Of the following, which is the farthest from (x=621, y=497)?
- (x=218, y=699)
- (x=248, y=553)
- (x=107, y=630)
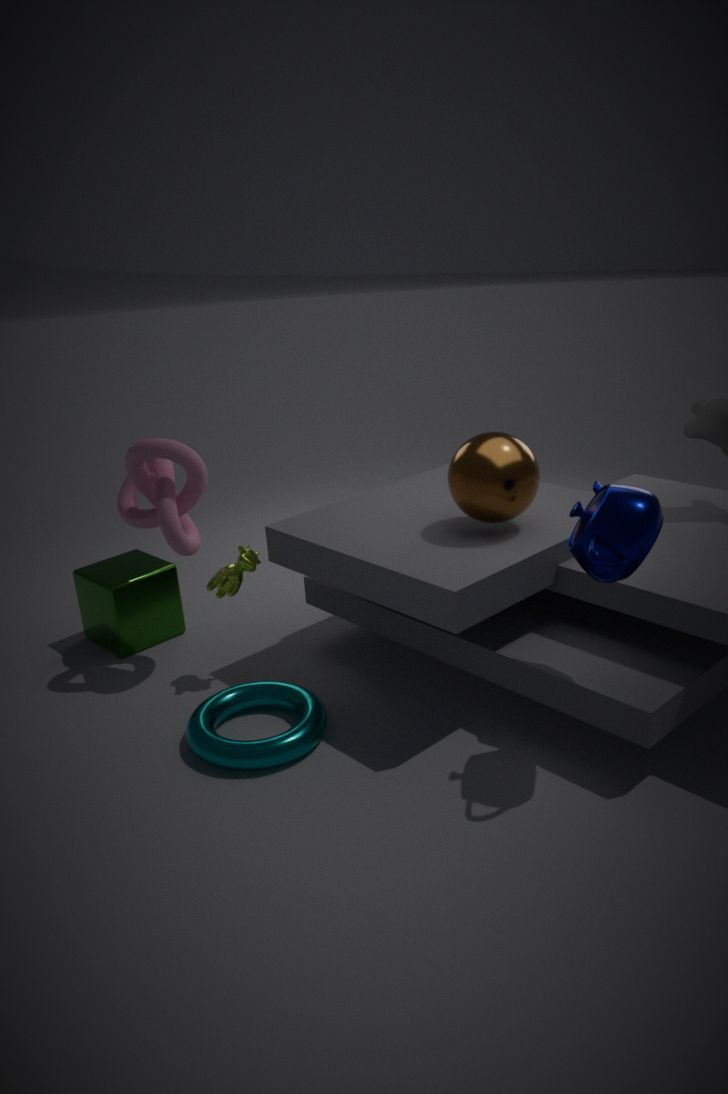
(x=107, y=630)
